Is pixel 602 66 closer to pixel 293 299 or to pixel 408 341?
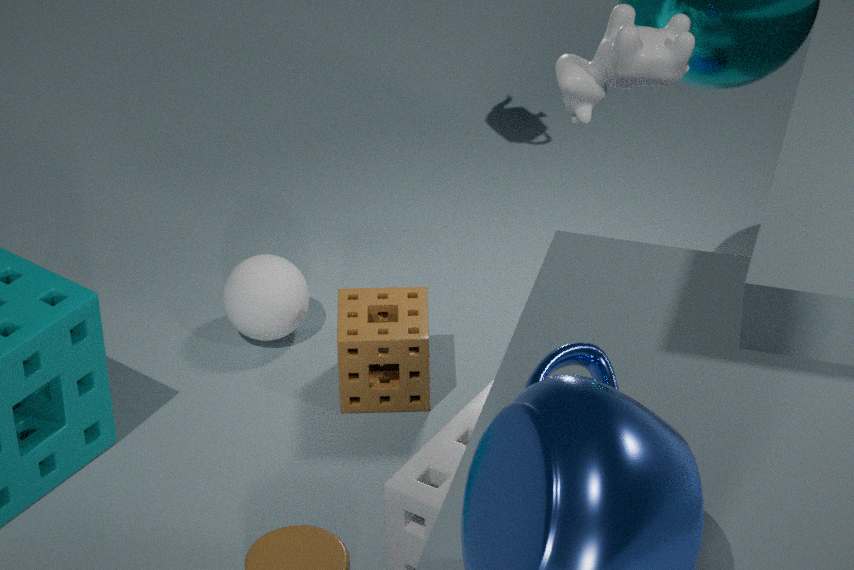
pixel 408 341
